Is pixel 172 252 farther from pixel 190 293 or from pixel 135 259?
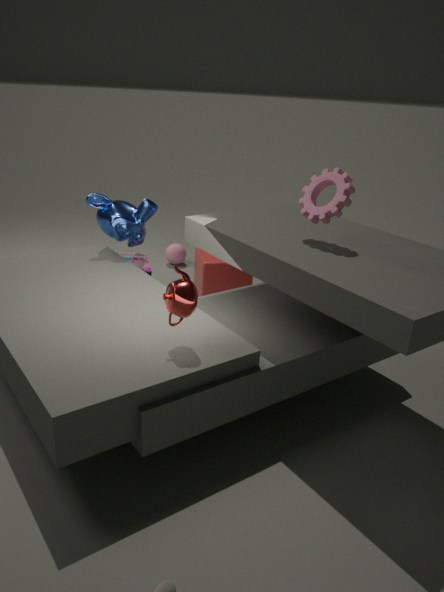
pixel 190 293
